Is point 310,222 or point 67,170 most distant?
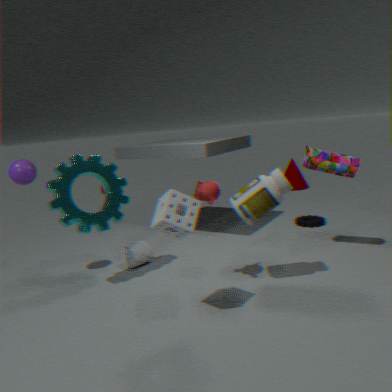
point 310,222
